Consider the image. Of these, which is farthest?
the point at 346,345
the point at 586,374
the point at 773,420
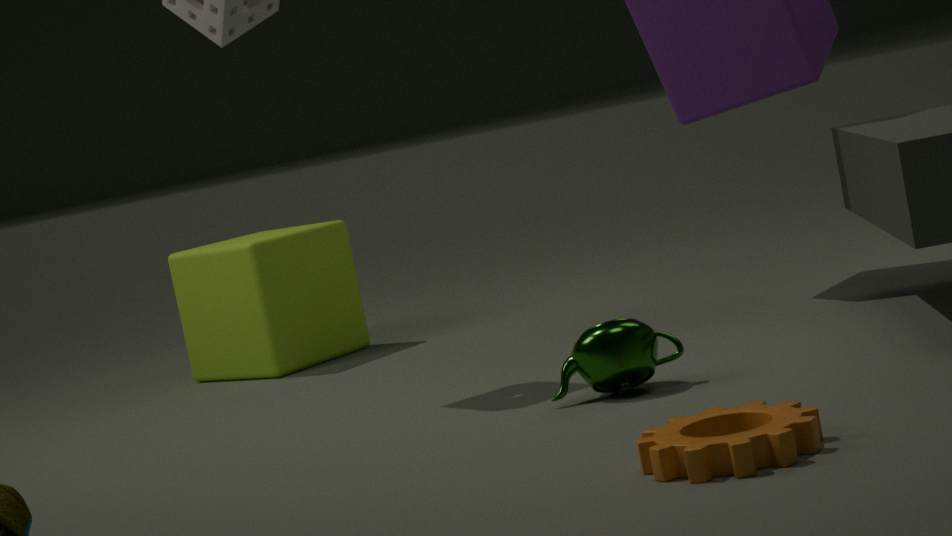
the point at 346,345
